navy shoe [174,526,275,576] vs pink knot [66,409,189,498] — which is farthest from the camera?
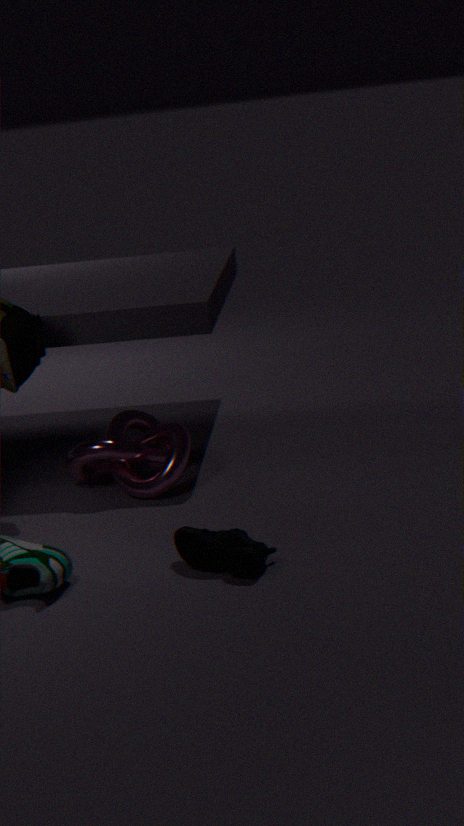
pink knot [66,409,189,498]
